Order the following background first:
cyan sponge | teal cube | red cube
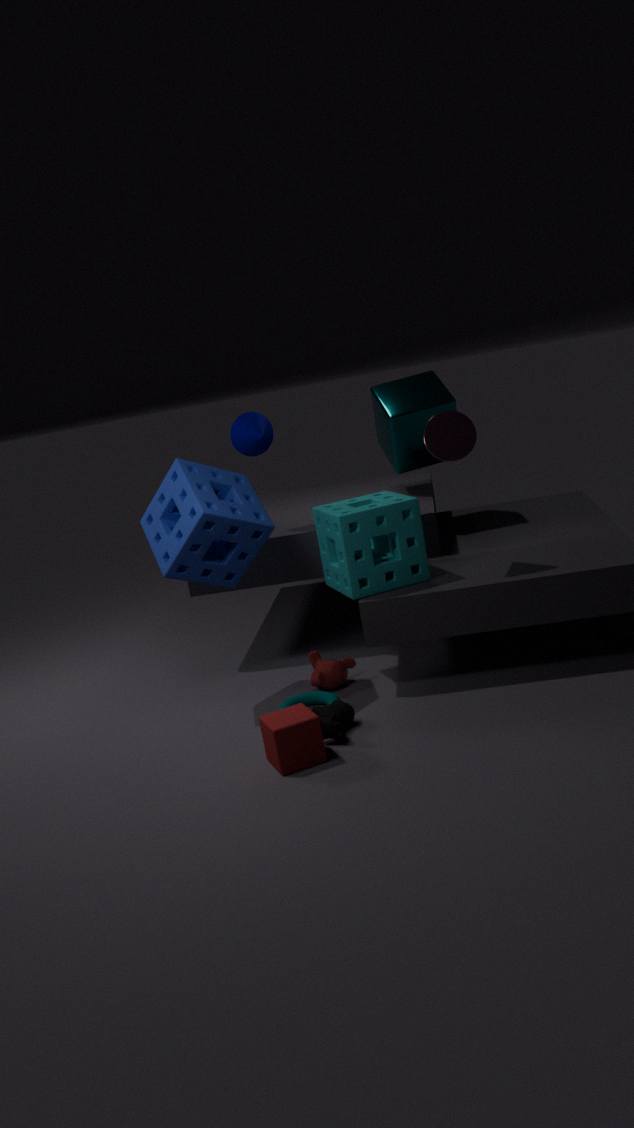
teal cube
cyan sponge
red cube
